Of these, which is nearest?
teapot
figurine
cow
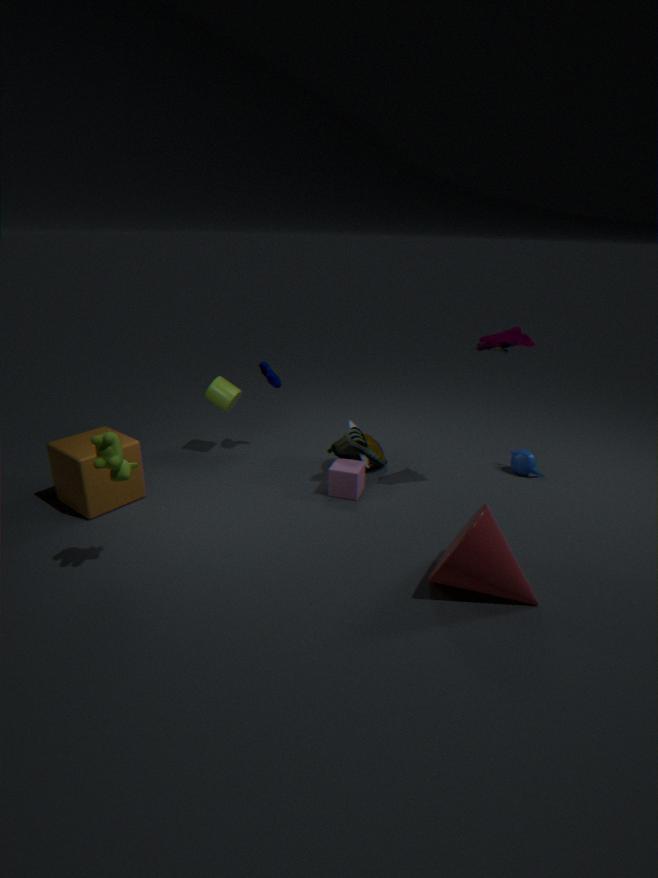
cow
